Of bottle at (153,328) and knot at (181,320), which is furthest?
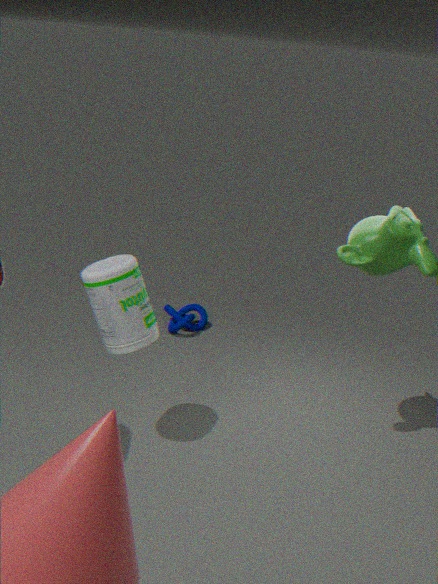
knot at (181,320)
